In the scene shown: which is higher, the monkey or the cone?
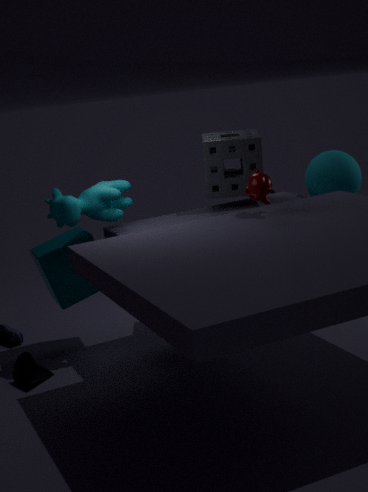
the monkey
